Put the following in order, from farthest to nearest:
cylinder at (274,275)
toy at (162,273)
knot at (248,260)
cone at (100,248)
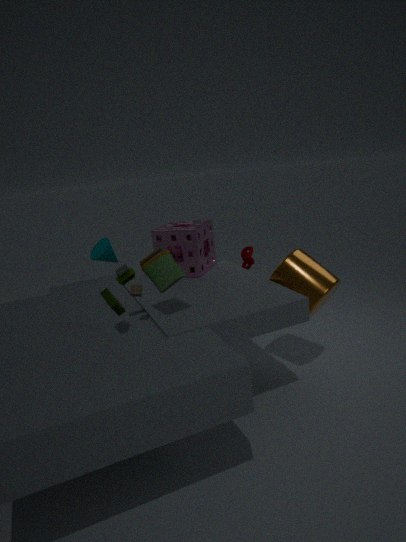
knot at (248,260), cone at (100,248), cylinder at (274,275), toy at (162,273)
